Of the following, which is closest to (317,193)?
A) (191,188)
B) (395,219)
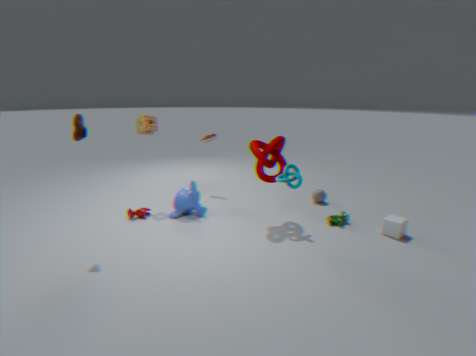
(395,219)
